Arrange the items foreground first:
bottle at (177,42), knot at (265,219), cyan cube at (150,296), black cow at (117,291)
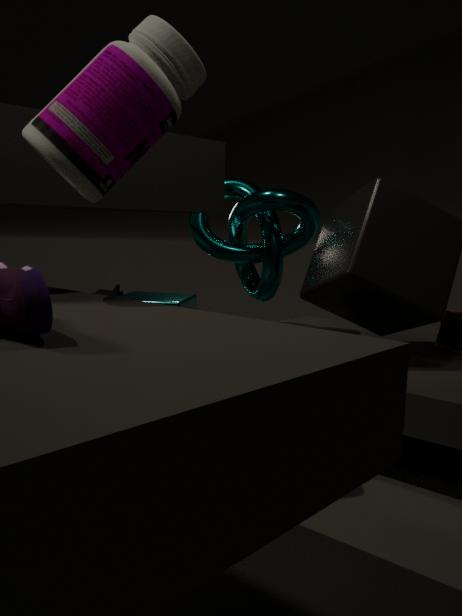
1. bottle at (177,42)
2. knot at (265,219)
3. cyan cube at (150,296)
4. black cow at (117,291)
